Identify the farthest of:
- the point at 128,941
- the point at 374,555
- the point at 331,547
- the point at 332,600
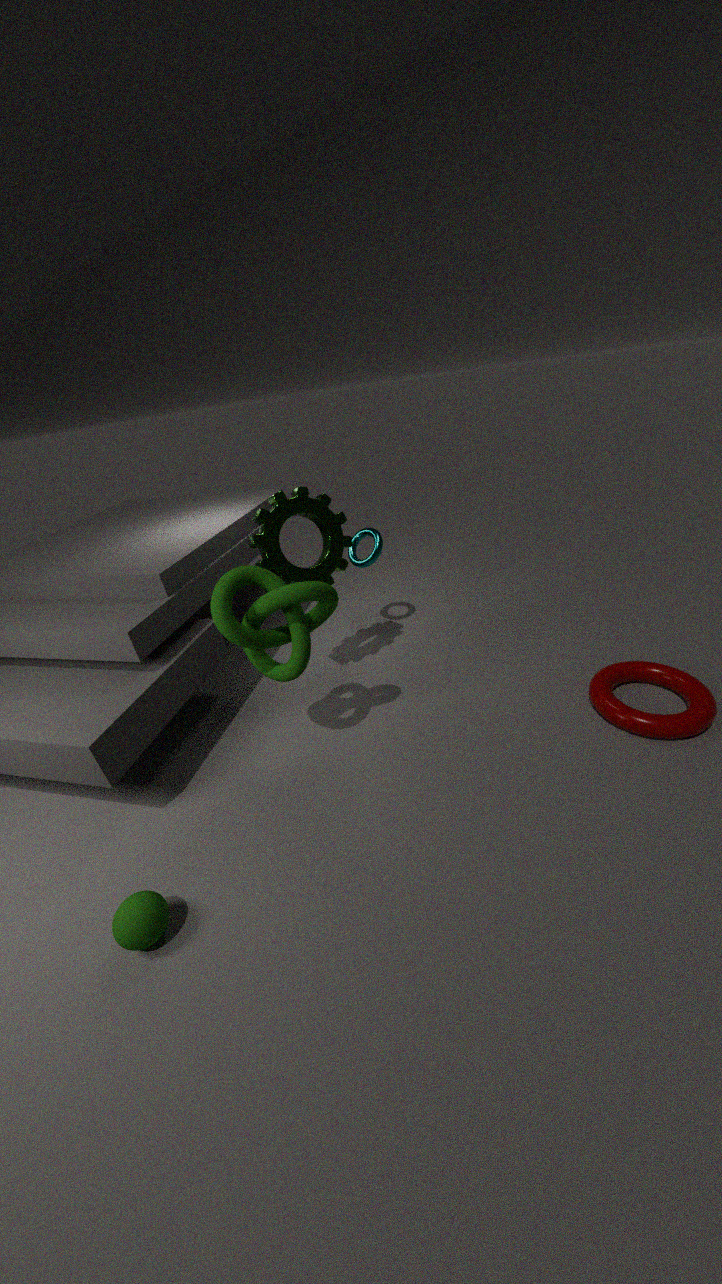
the point at 374,555
